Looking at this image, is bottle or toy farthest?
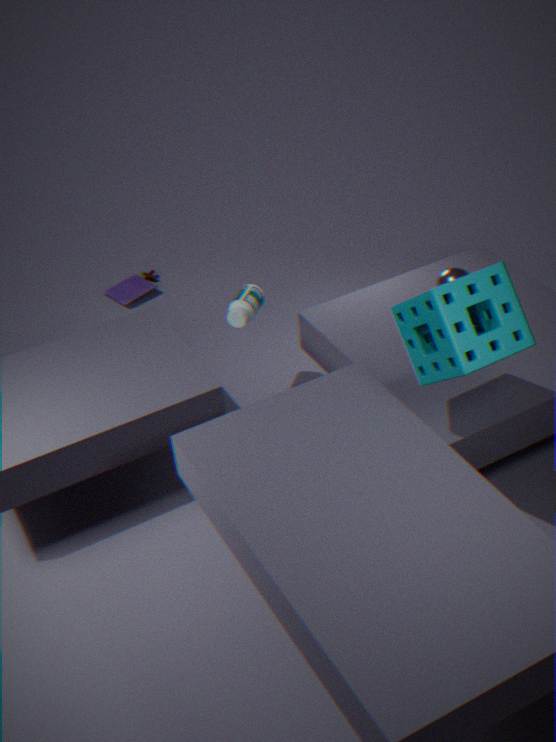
toy
